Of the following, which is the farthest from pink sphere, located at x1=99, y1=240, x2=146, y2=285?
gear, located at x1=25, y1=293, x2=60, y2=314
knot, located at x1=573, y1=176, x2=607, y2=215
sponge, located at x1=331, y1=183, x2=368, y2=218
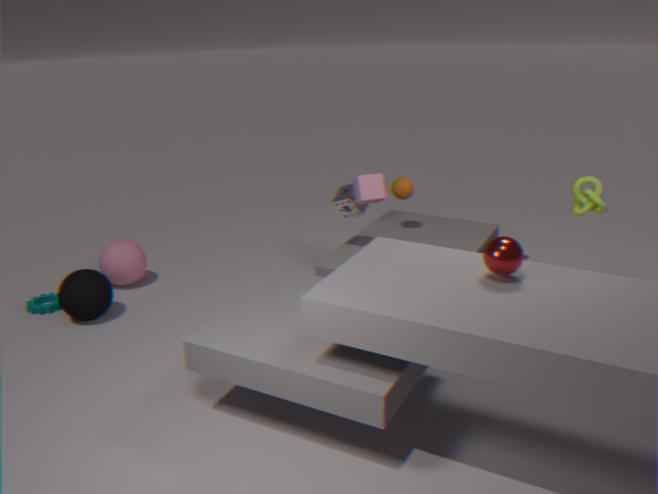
knot, located at x1=573, y1=176, x2=607, y2=215
